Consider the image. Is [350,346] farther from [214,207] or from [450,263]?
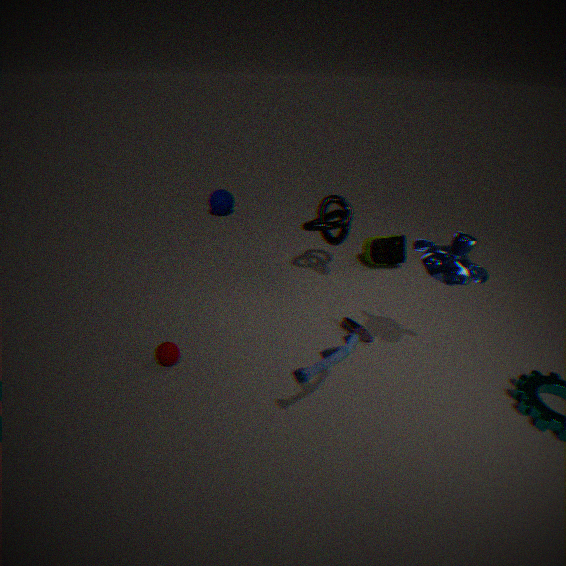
[214,207]
